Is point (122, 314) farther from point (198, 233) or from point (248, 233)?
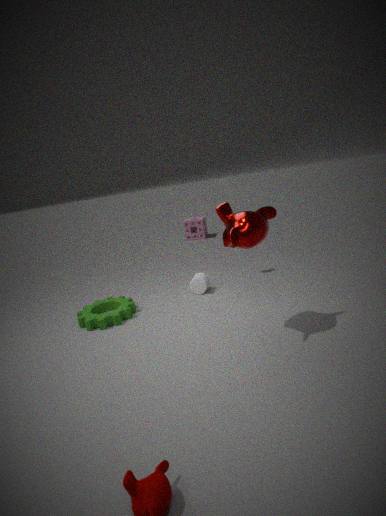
point (198, 233)
